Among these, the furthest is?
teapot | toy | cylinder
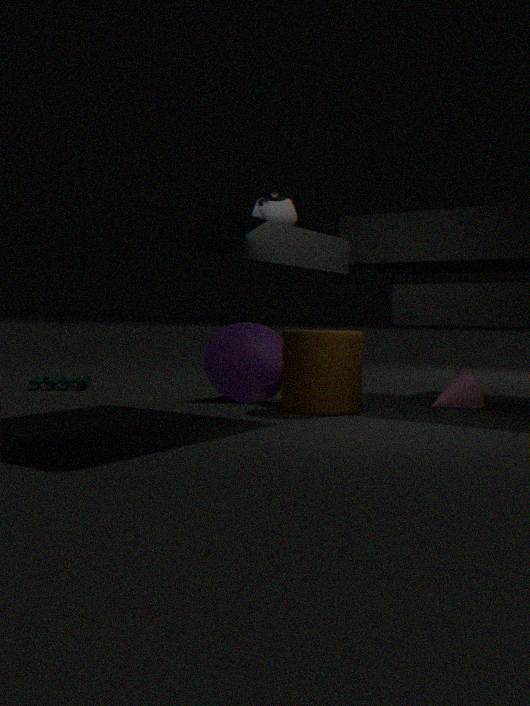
toy
